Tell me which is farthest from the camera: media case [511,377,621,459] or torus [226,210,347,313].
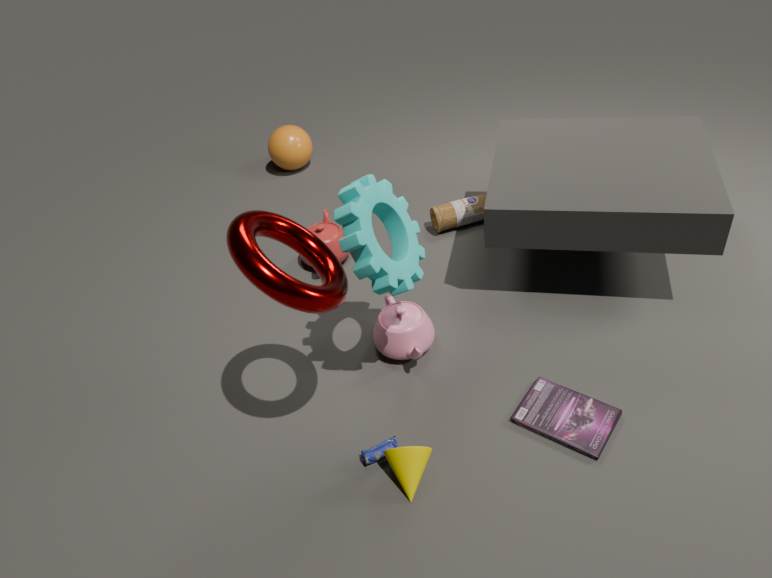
media case [511,377,621,459]
